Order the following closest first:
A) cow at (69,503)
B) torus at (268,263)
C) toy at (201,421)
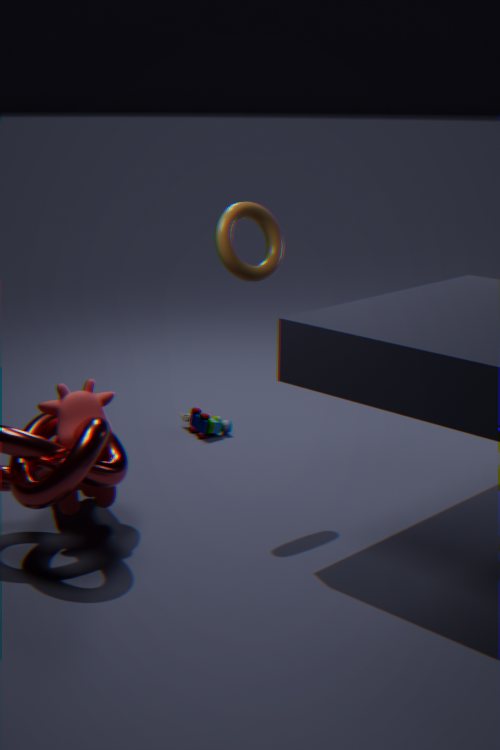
cow at (69,503)
torus at (268,263)
toy at (201,421)
